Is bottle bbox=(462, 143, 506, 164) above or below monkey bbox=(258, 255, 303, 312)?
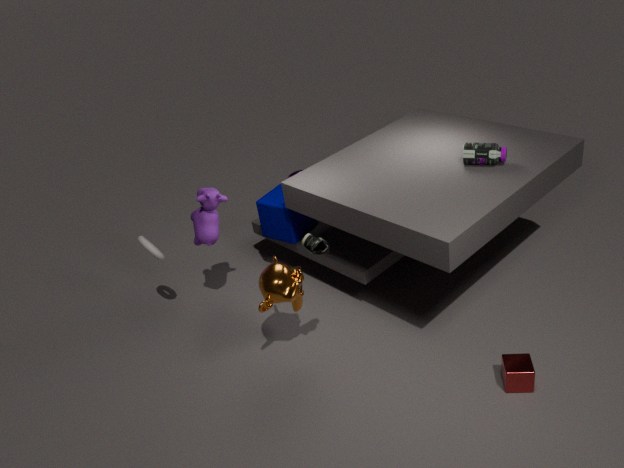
above
